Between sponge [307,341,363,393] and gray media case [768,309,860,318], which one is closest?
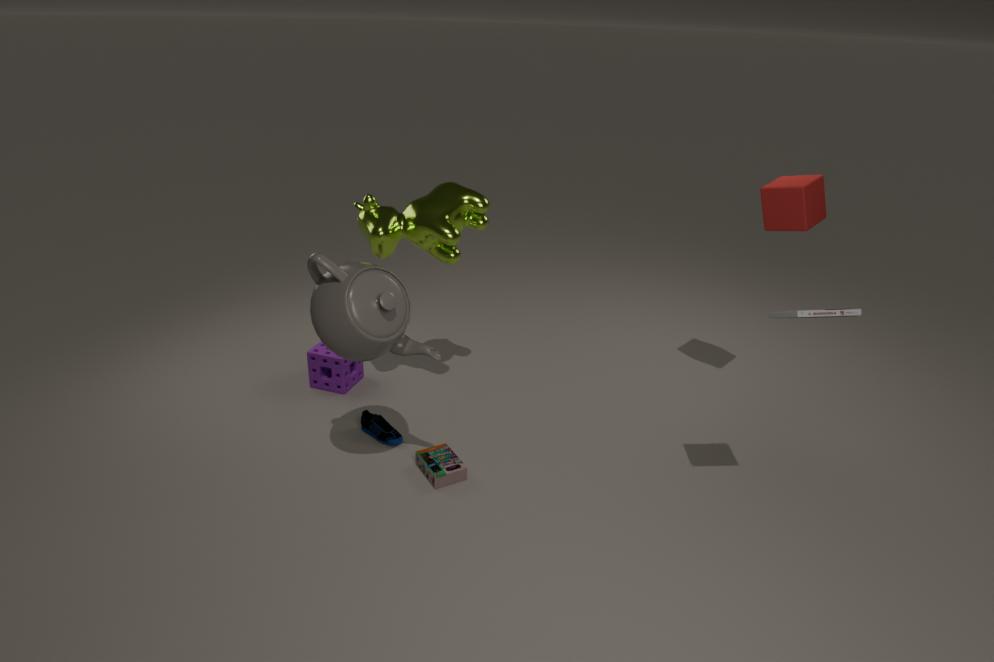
gray media case [768,309,860,318]
